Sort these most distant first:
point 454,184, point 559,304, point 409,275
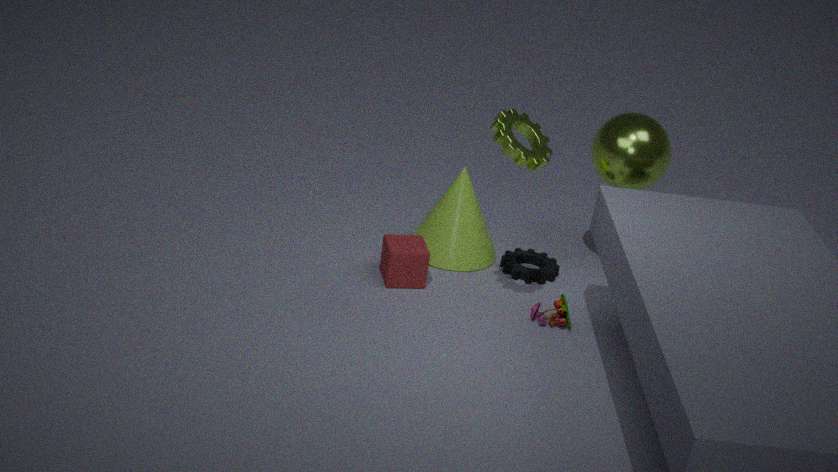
1. point 454,184
2. point 409,275
3. point 559,304
